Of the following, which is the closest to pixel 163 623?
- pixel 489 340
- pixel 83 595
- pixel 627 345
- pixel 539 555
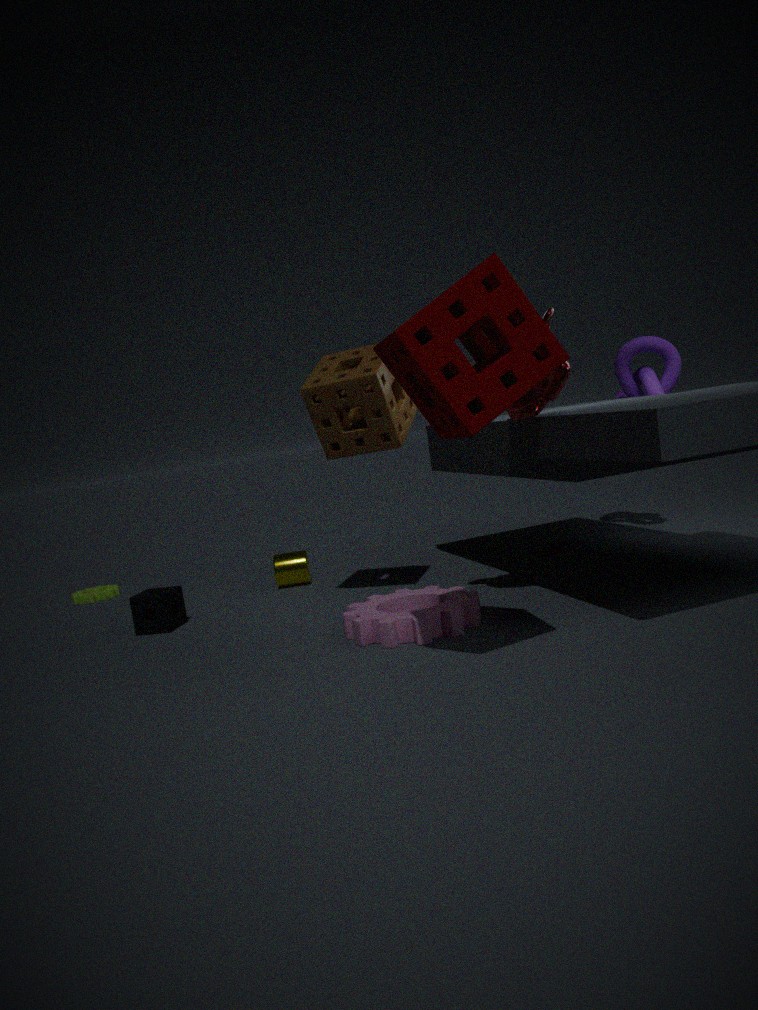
pixel 83 595
